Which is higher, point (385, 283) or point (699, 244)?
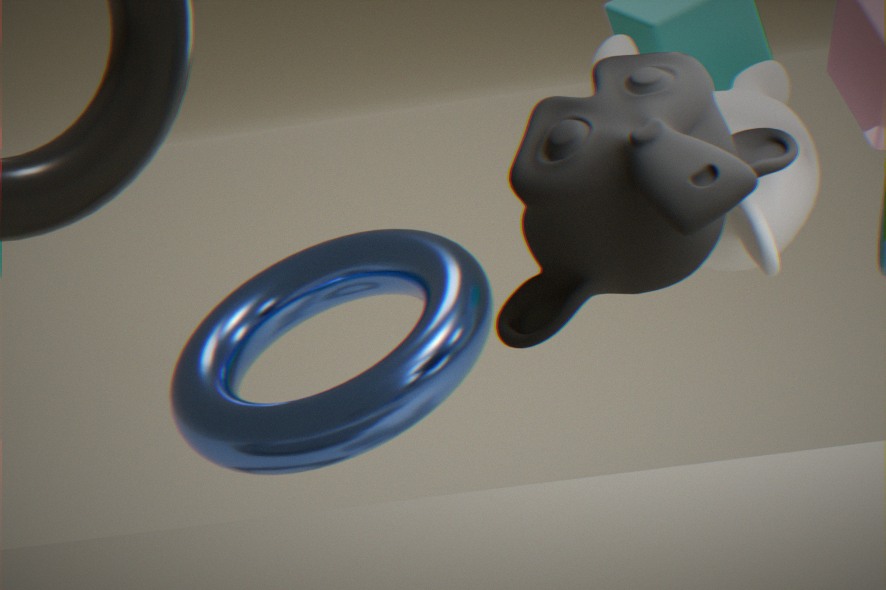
point (699, 244)
